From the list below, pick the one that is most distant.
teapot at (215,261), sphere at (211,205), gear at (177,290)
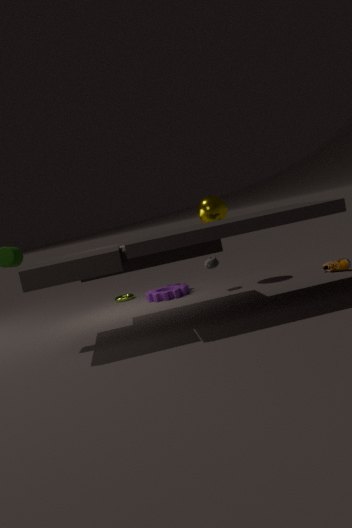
gear at (177,290)
